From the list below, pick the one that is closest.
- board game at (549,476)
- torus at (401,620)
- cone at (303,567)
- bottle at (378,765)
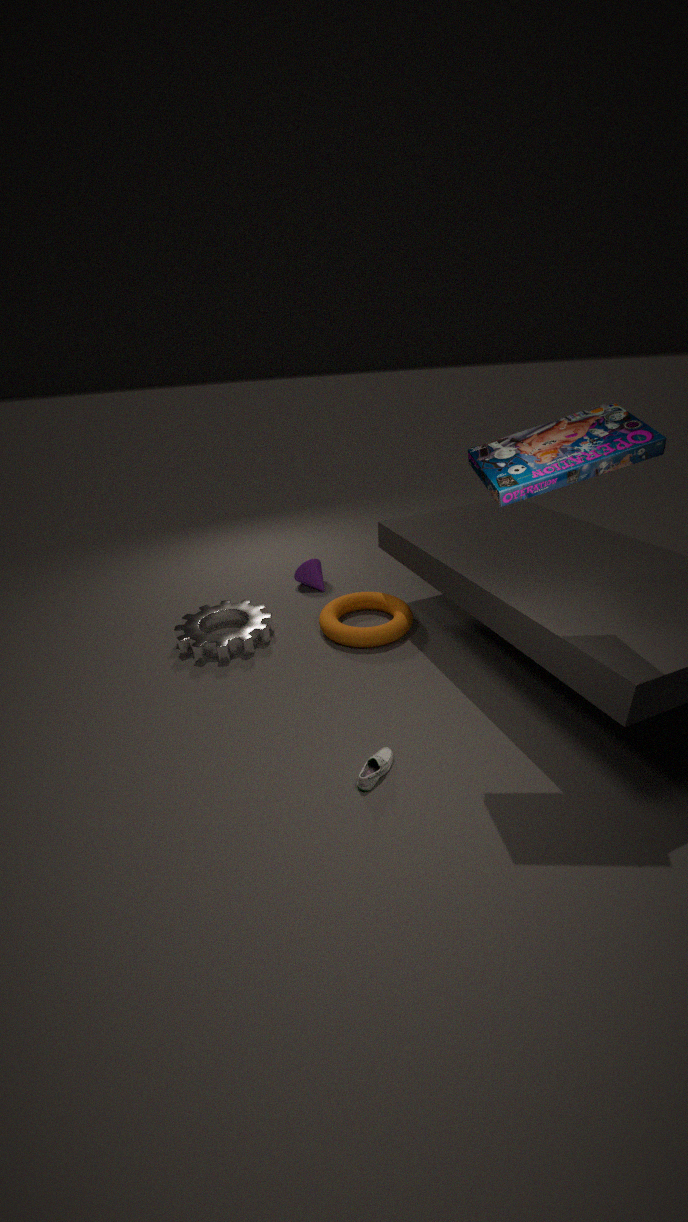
board game at (549,476)
